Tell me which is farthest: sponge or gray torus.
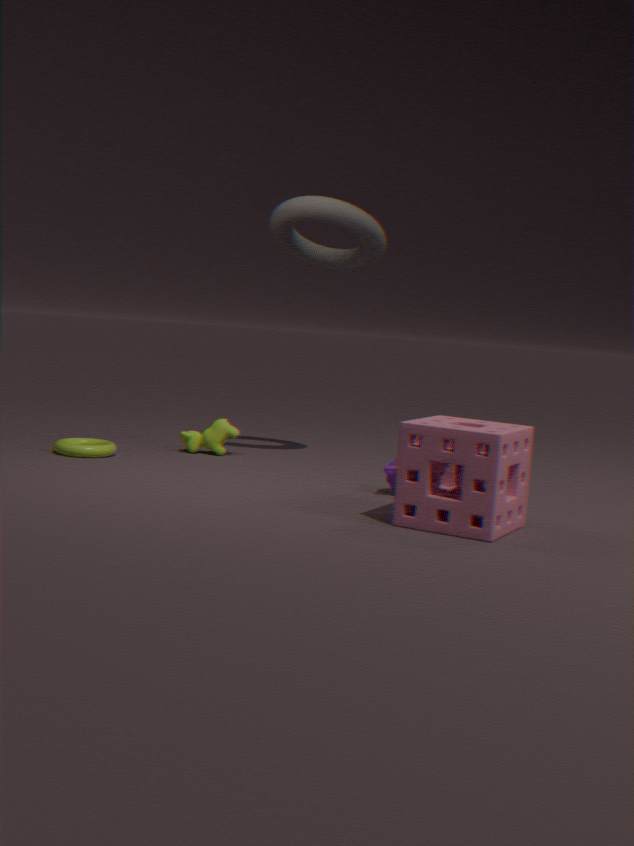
gray torus
